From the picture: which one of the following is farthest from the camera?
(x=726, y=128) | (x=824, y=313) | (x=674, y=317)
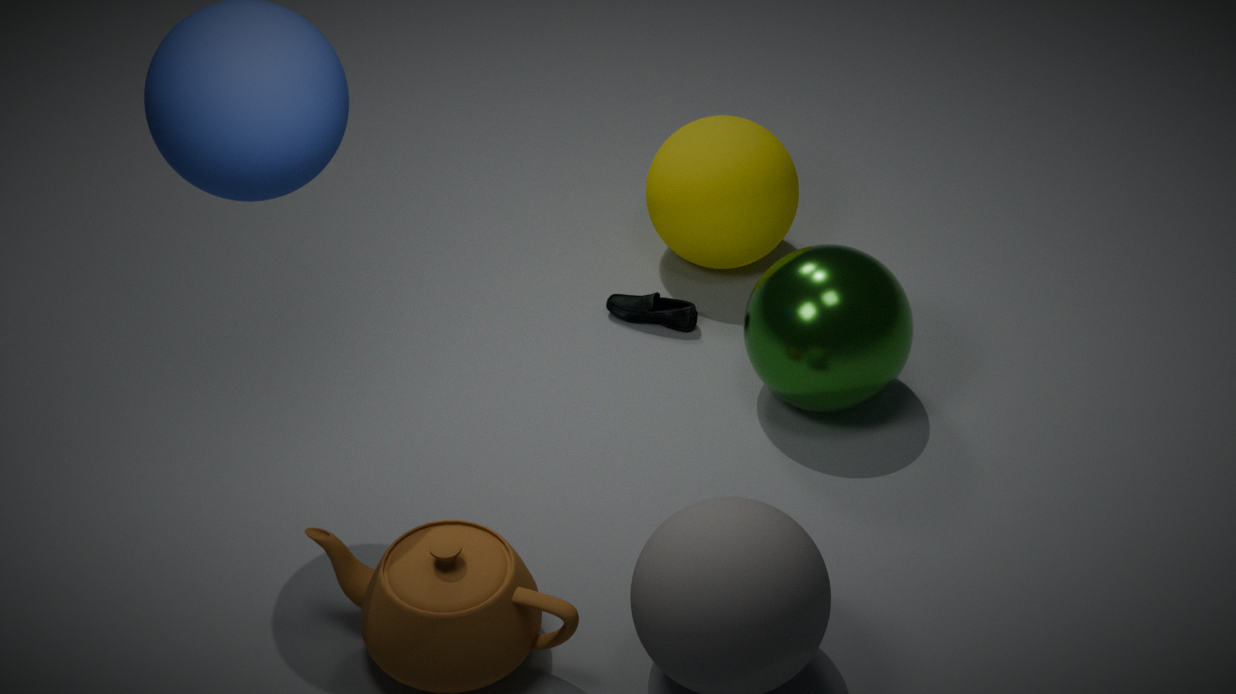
(x=726, y=128)
